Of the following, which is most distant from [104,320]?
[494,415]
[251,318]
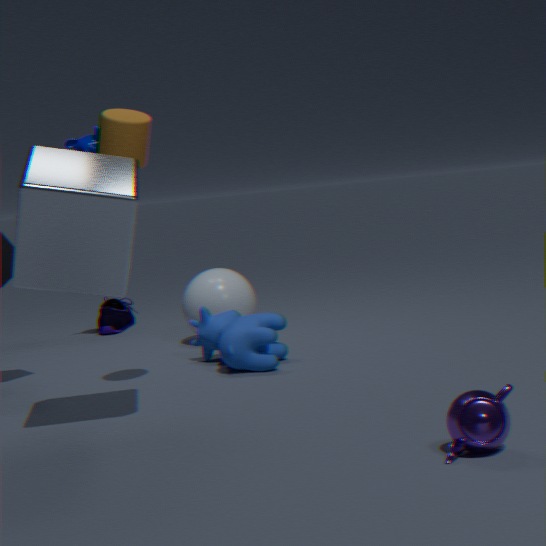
[494,415]
